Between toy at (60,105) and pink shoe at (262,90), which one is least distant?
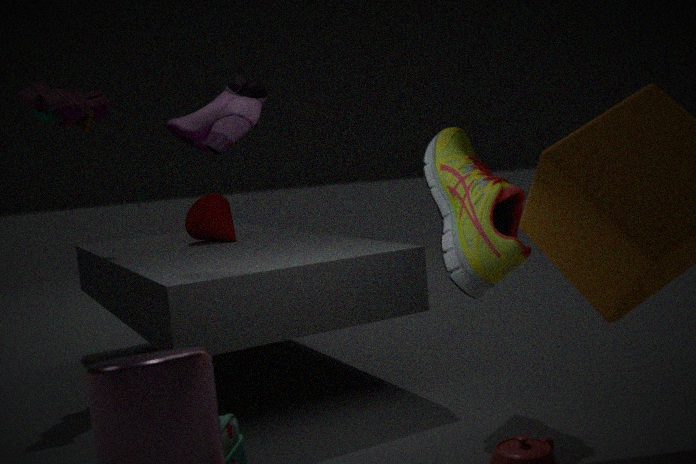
pink shoe at (262,90)
